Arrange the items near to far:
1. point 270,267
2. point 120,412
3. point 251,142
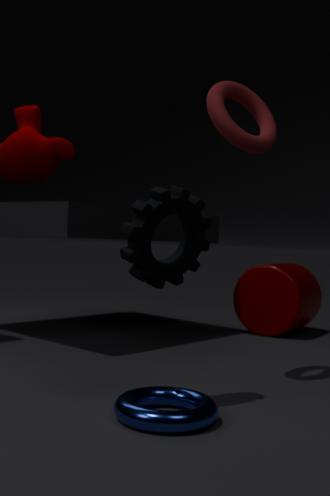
A: point 120,412 → point 251,142 → point 270,267
